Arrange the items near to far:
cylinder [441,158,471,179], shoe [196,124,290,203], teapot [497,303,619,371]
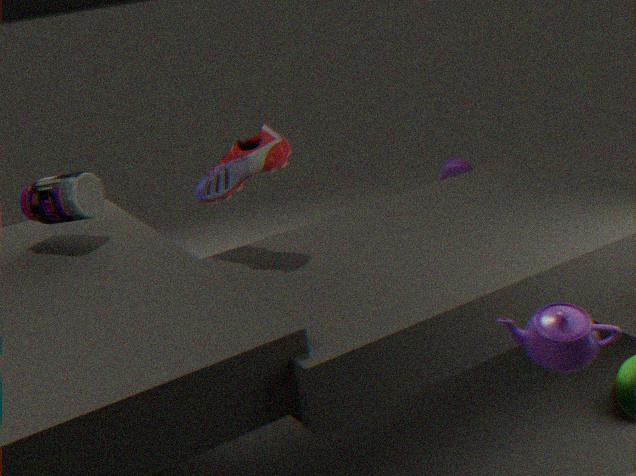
teapot [497,303,619,371], shoe [196,124,290,203], cylinder [441,158,471,179]
